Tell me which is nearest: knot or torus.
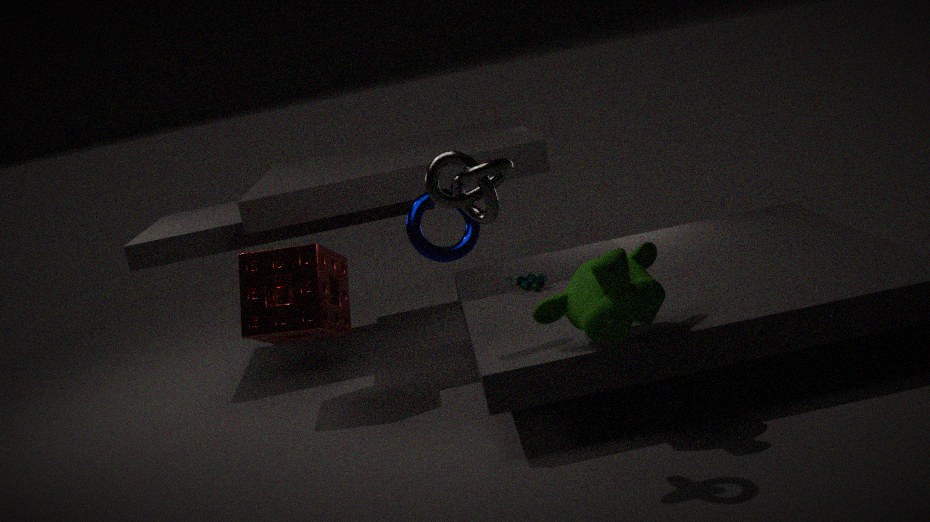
knot
